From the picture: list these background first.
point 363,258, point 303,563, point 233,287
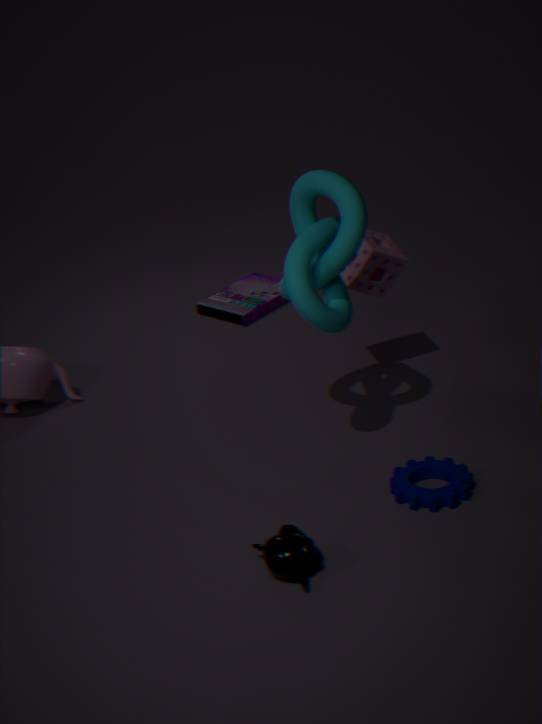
point 233,287 → point 363,258 → point 303,563
